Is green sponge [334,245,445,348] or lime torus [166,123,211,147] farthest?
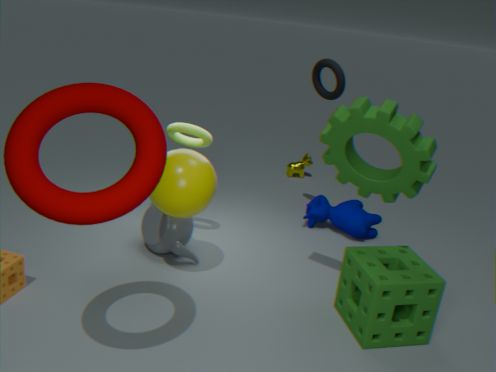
lime torus [166,123,211,147]
